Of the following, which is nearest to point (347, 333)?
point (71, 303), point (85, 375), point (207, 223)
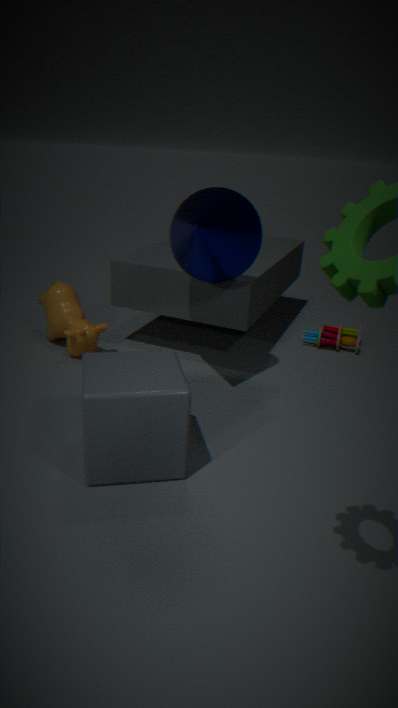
point (207, 223)
